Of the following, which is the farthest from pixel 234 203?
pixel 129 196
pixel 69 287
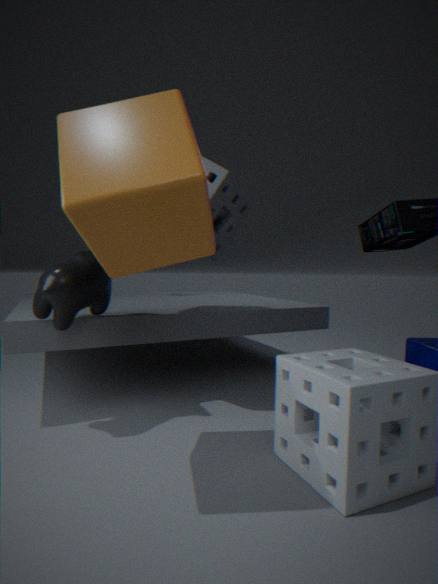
pixel 129 196
